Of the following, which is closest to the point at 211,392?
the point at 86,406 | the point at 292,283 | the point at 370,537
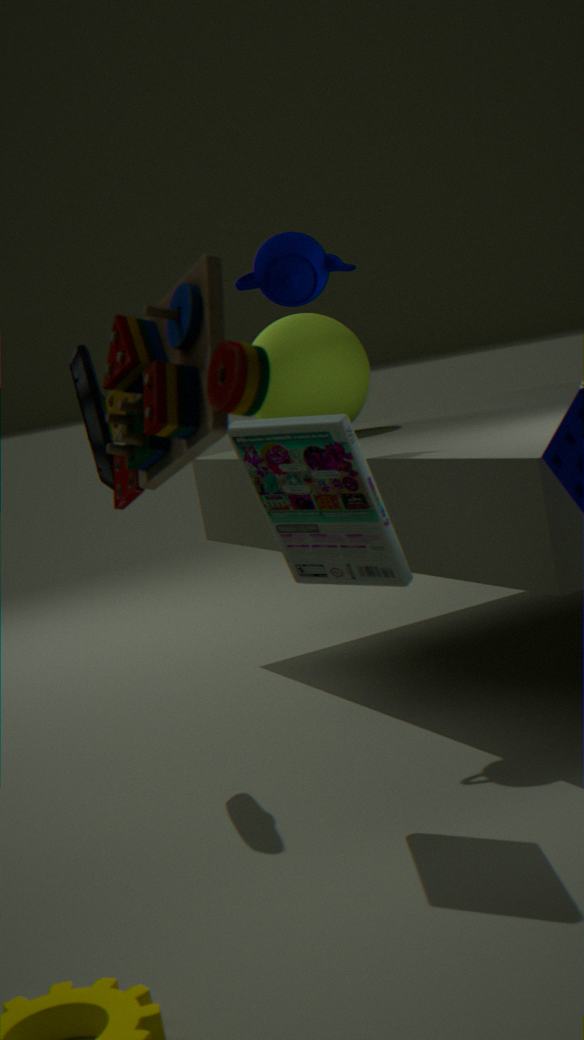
the point at 370,537
